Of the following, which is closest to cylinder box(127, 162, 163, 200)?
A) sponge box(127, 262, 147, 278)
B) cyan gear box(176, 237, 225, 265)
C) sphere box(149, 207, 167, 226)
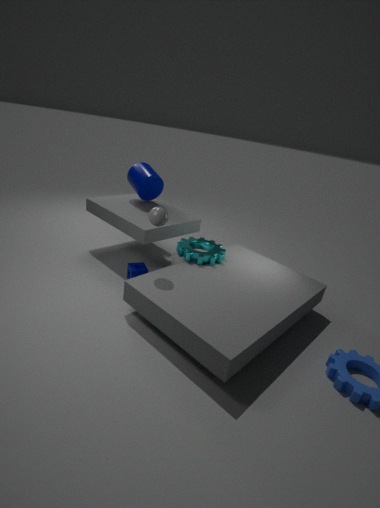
cyan gear box(176, 237, 225, 265)
